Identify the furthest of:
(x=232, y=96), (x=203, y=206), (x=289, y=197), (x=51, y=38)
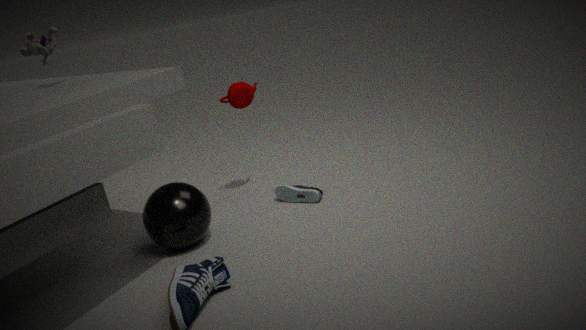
(x=289, y=197)
